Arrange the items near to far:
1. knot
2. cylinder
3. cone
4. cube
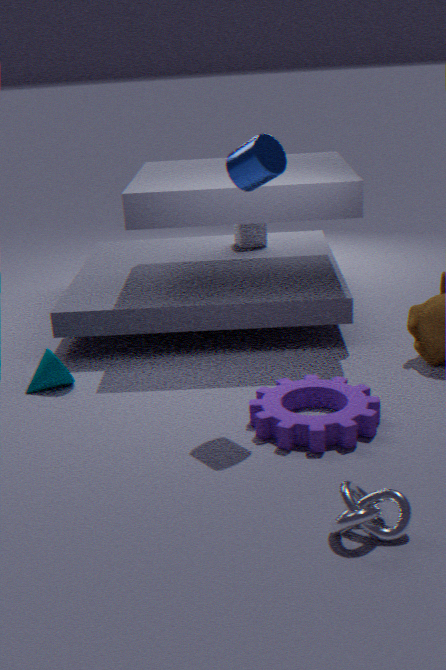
1. knot
2. cylinder
3. cone
4. cube
